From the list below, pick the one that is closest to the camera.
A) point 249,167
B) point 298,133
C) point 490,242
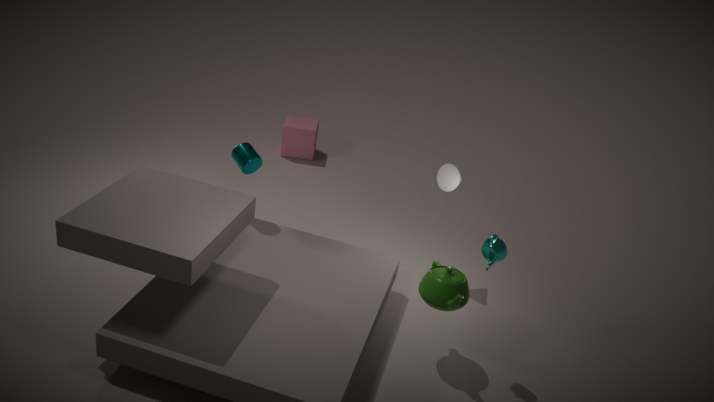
point 490,242
